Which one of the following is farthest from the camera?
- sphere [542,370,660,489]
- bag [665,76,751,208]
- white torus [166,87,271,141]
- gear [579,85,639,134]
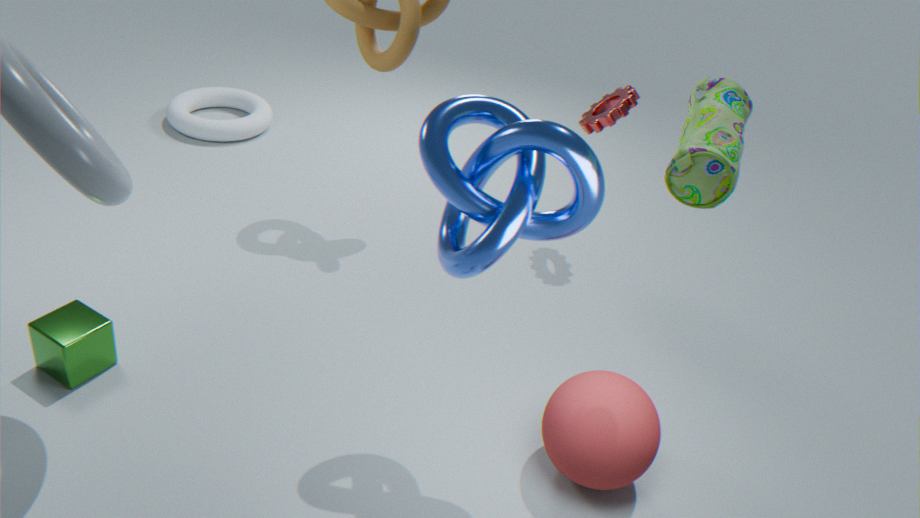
white torus [166,87,271,141]
